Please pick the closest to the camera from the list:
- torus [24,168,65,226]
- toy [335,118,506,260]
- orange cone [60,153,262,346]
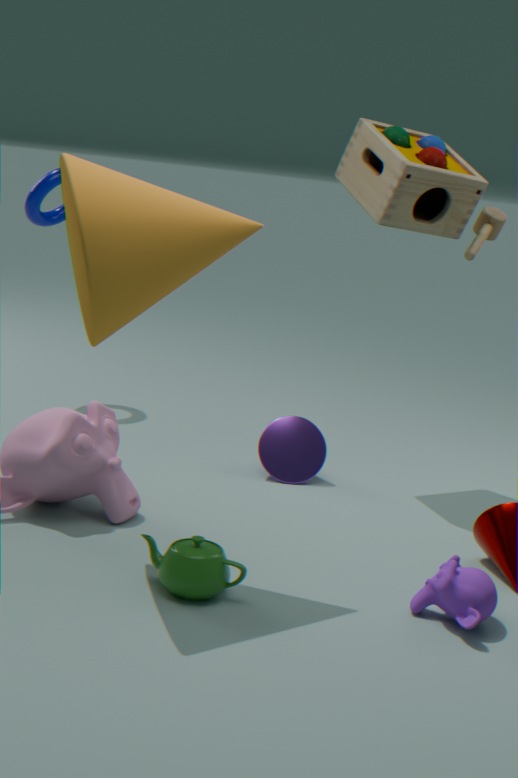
orange cone [60,153,262,346]
